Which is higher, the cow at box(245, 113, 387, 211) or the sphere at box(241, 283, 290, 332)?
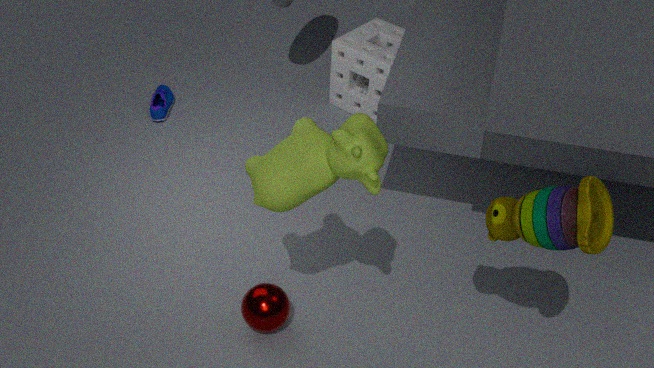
the cow at box(245, 113, 387, 211)
